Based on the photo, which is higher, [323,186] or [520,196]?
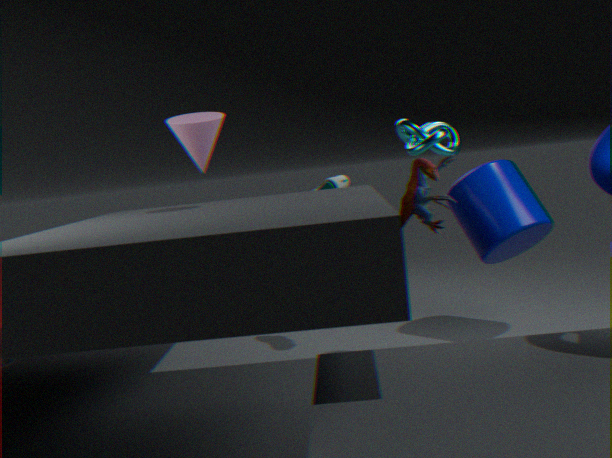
[323,186]
